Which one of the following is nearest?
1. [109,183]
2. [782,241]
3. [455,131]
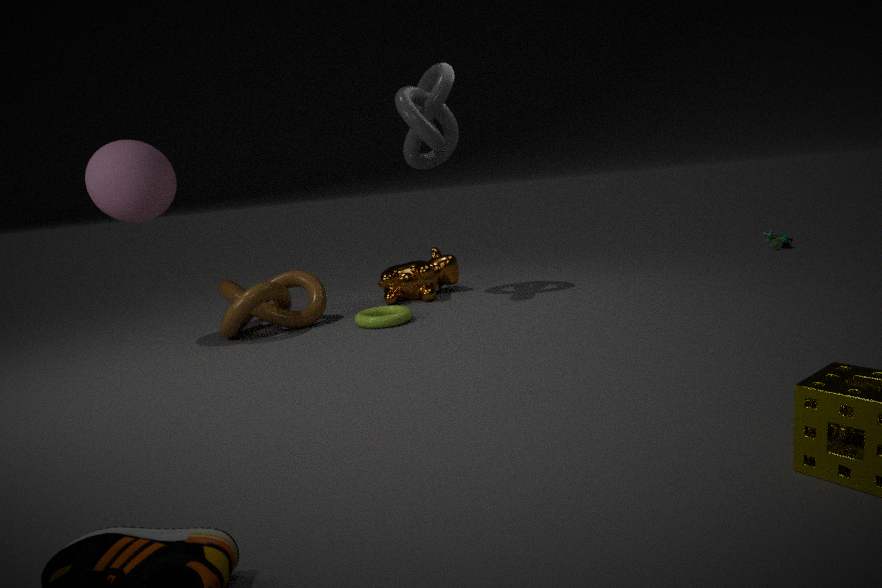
[109,183]
